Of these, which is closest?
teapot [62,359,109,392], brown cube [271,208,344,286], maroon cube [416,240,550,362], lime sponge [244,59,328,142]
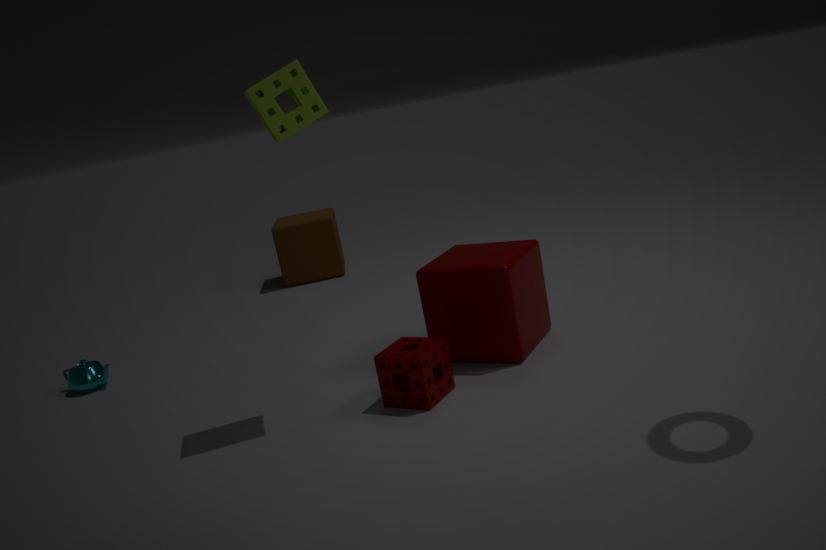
lime sponge [244,59,328,142]
